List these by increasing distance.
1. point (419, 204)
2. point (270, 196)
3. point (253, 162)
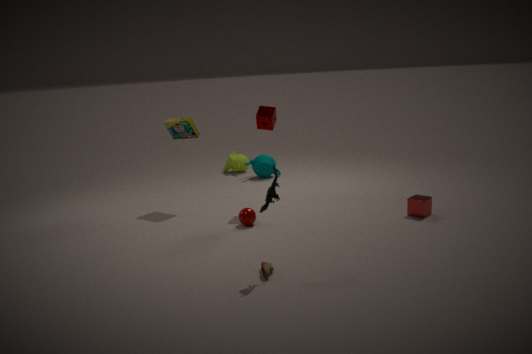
point (270, 196) < point (419, 204) < point (253, 162)
